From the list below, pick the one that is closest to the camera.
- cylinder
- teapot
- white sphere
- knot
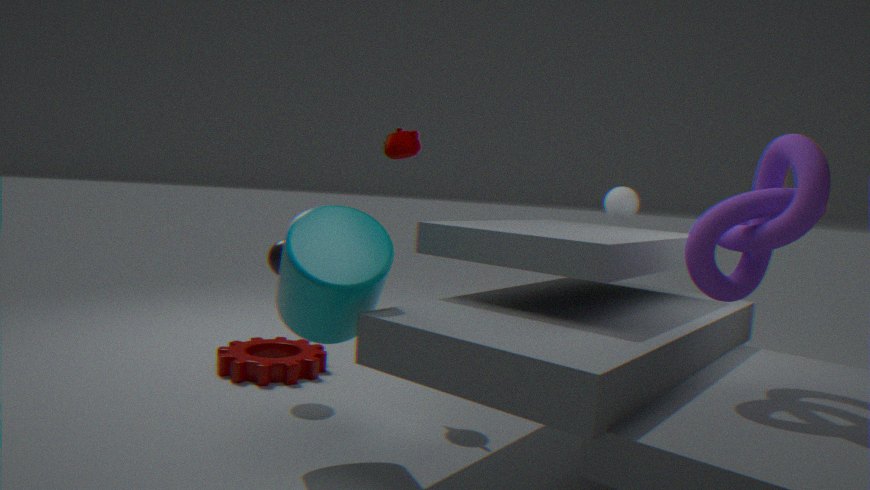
knot
